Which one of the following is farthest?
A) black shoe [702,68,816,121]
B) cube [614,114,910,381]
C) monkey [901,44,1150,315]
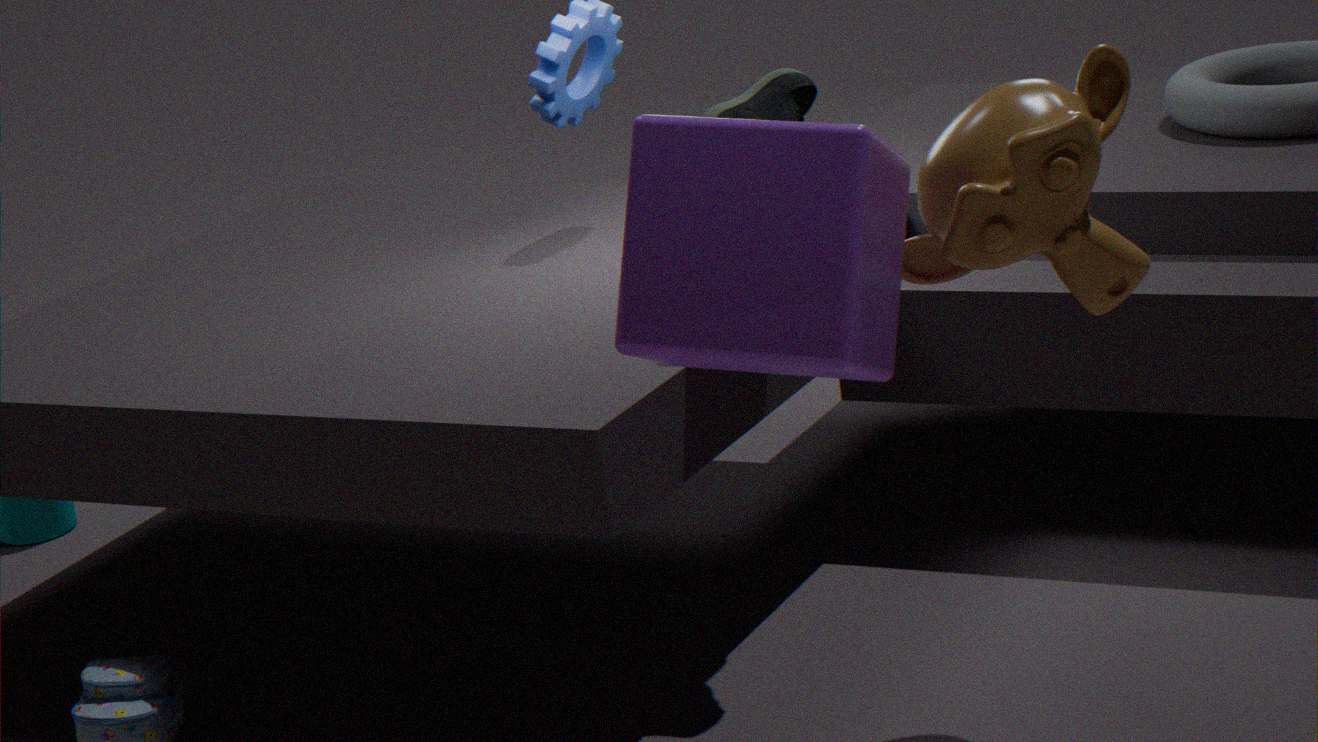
black shoe [702,68,816,121]
